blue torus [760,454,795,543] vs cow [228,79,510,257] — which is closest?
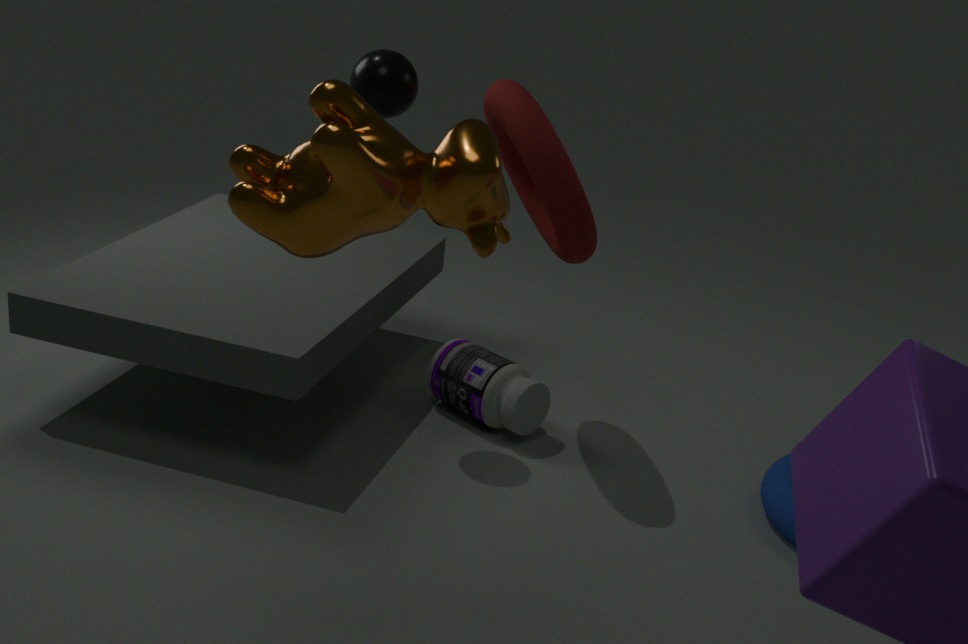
cow [228,79,510,257]
